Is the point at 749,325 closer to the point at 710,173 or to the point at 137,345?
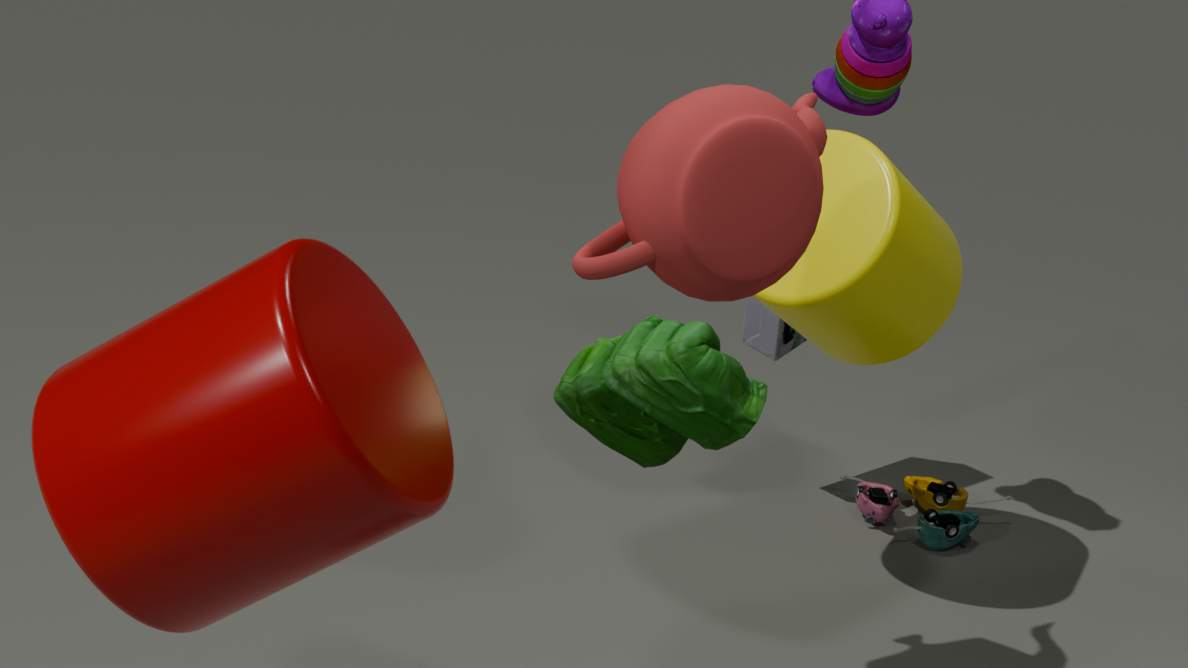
the point at 710,173
